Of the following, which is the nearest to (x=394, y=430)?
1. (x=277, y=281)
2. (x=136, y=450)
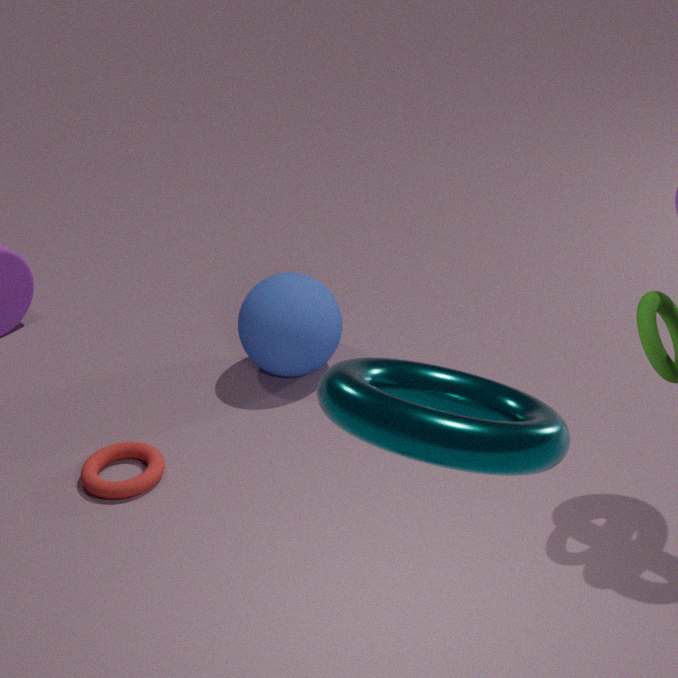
(x=136, y=450)
